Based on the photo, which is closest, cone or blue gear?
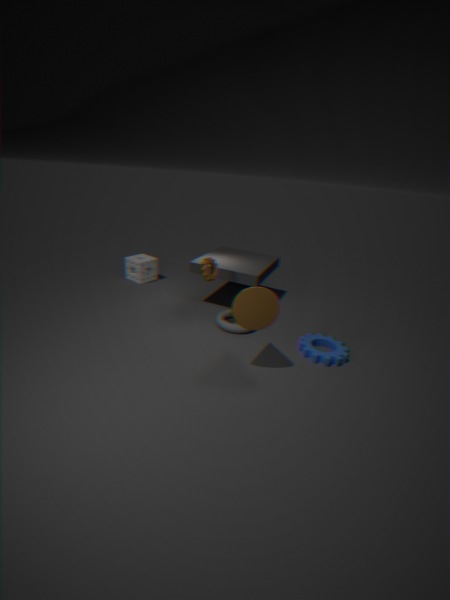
cone
